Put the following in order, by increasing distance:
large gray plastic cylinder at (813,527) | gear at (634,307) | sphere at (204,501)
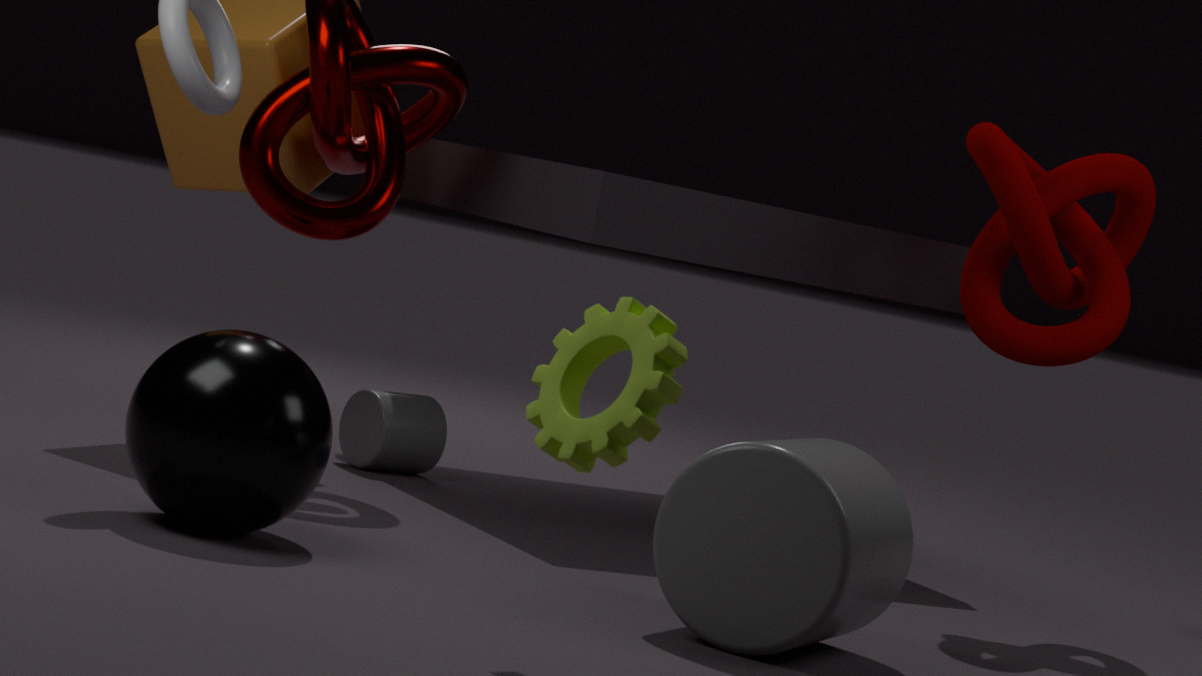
1. gear at (634,307)
2. large gray plastic cylinder at (813,527)
3. sphere at (204,501)
